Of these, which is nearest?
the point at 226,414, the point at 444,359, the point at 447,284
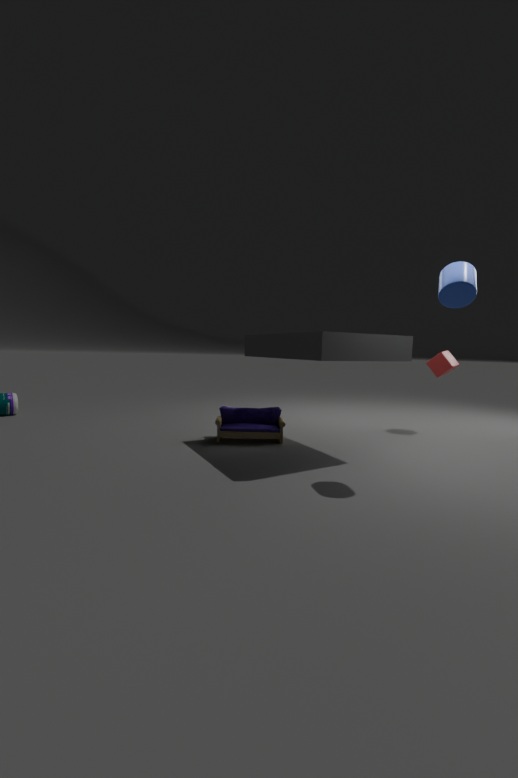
the point at 447,284
